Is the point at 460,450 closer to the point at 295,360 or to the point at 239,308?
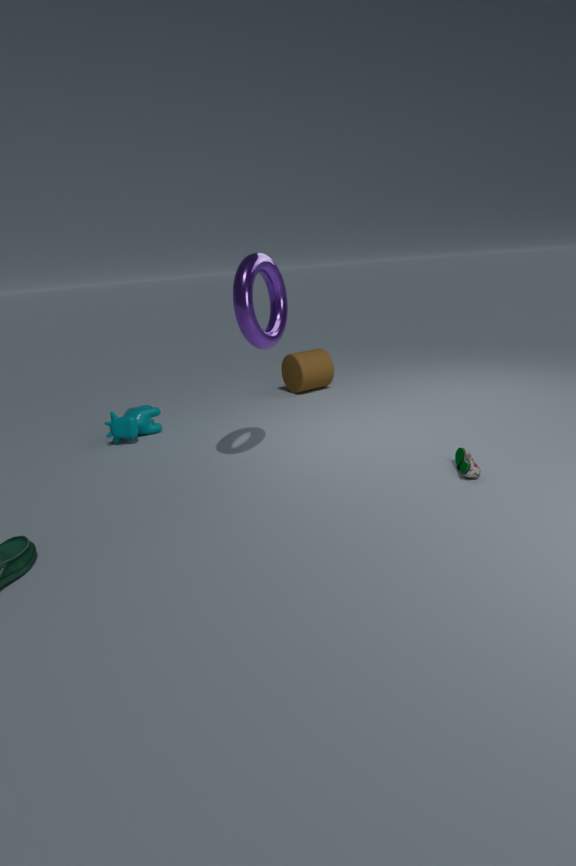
the point at 239,308
